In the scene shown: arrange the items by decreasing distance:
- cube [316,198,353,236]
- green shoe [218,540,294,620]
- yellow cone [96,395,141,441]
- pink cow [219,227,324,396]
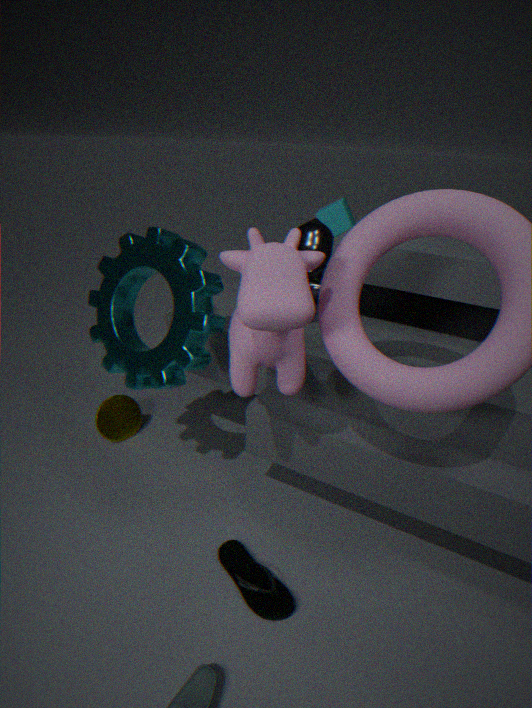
cube [316,198,353,236], yellow cone [96,395,141,441], green shoe [218,540,294,620], pink cow [219,227,324,396]
